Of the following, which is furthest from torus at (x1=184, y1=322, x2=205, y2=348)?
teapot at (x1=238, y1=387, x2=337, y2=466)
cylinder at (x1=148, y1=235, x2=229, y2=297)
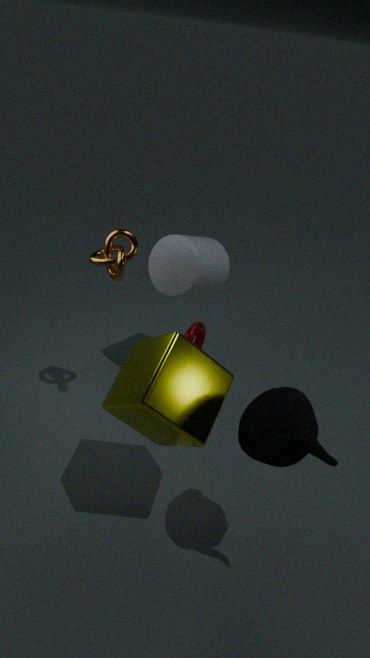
teapot at (x1=238, y1=387, x2=337, y2=466)
